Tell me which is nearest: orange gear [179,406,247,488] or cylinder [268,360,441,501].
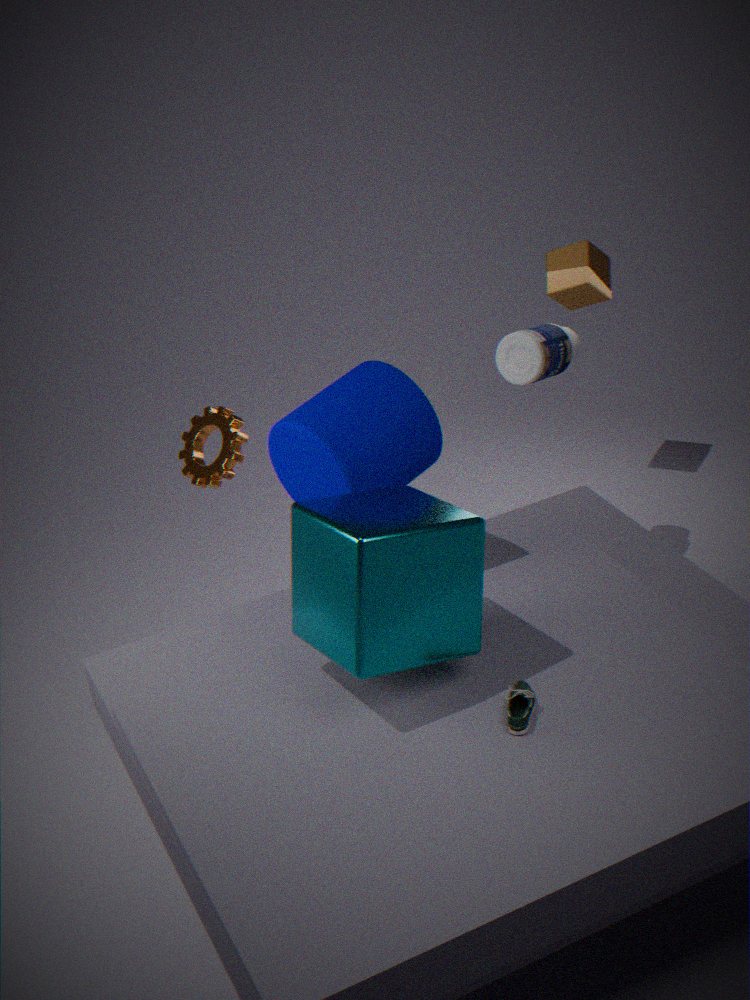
cylinder [268,360,441,501]
